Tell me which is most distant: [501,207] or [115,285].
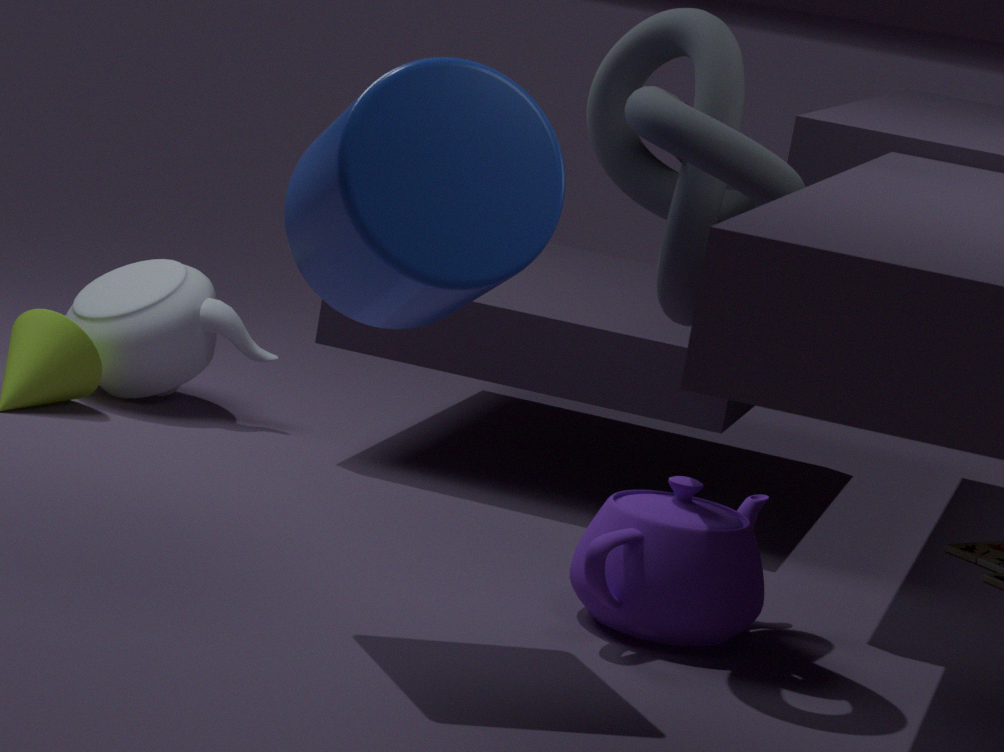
[115,285]
